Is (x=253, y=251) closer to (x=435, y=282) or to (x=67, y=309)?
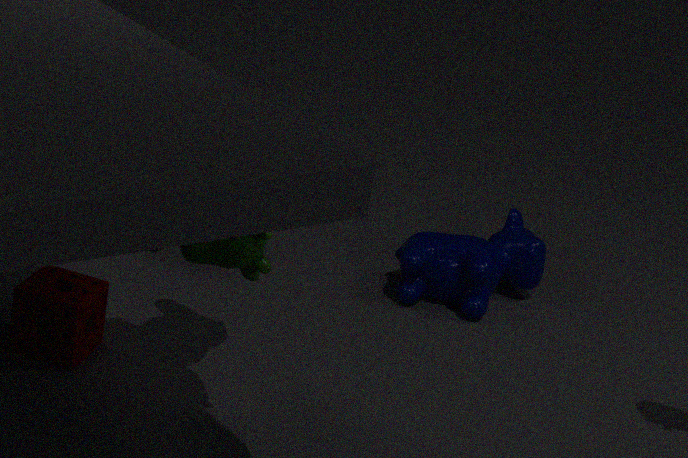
(x=67, y=309)
